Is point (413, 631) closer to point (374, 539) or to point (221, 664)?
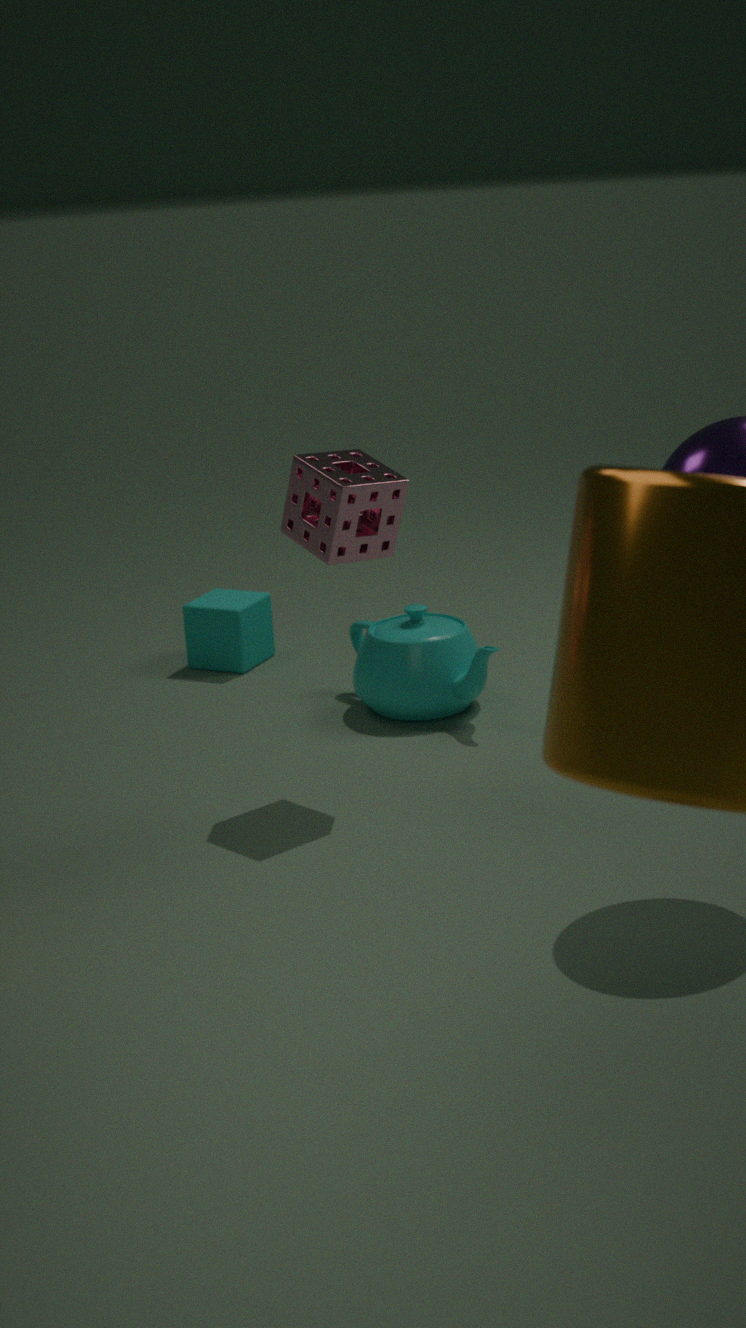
point (221, 664)
